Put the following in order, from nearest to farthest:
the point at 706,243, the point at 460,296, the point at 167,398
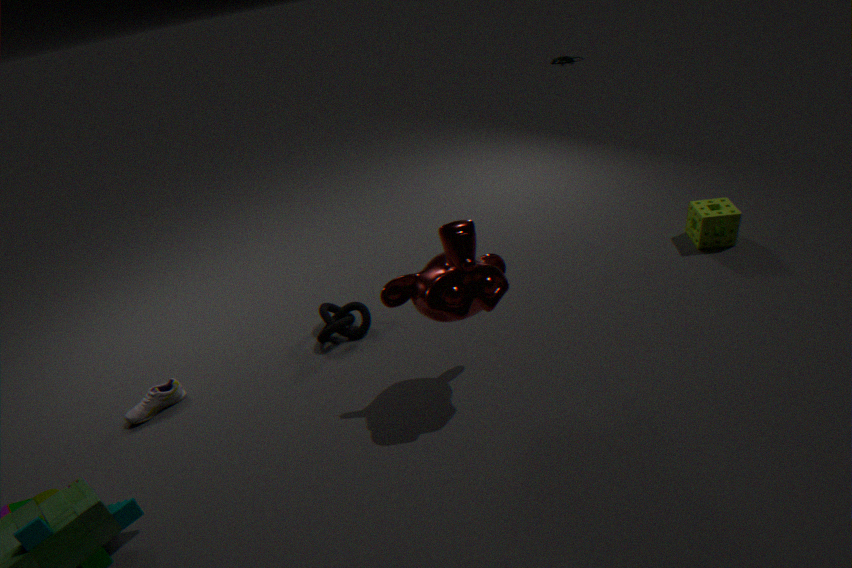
the point at 460,296 < the point at 167,398 < the point at 706,243
